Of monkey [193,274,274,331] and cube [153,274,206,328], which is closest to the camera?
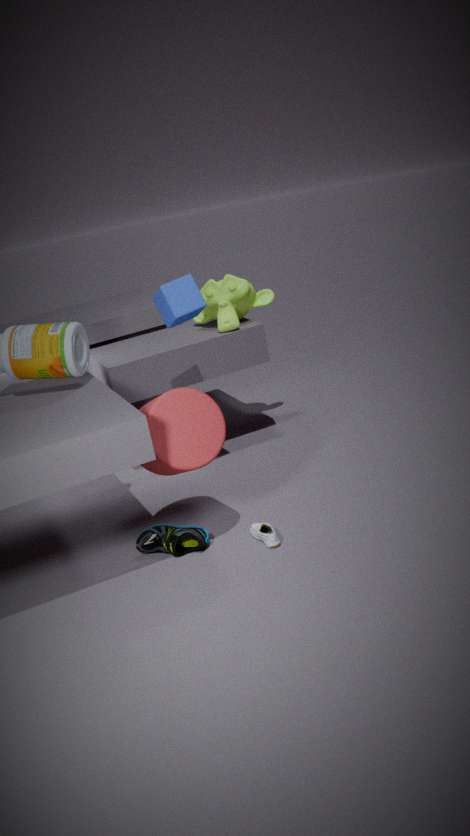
cube [153,274,206,328]
